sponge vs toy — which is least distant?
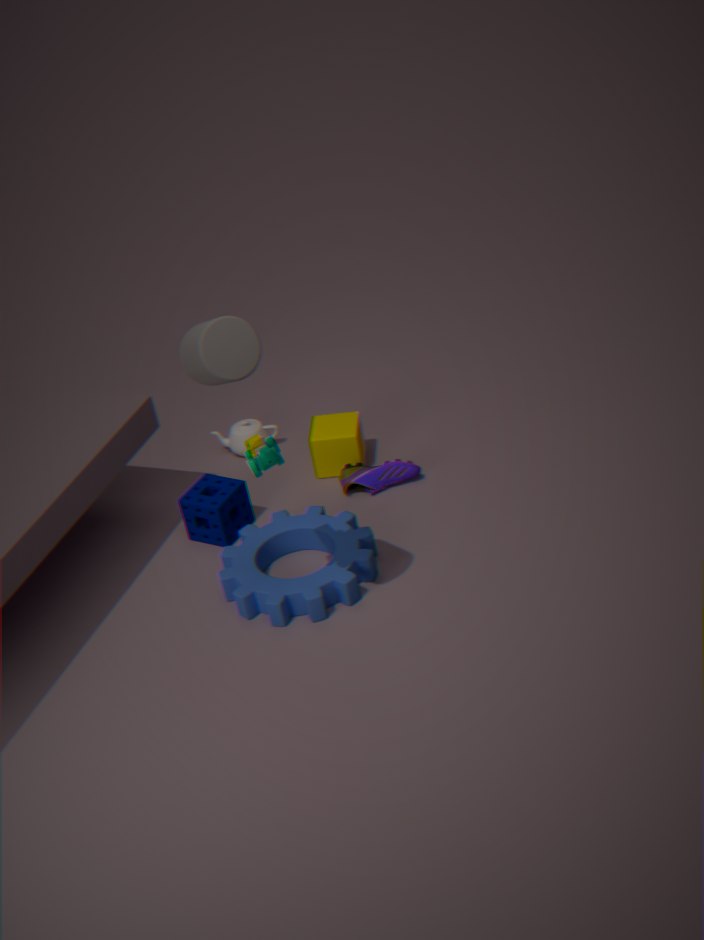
toy
